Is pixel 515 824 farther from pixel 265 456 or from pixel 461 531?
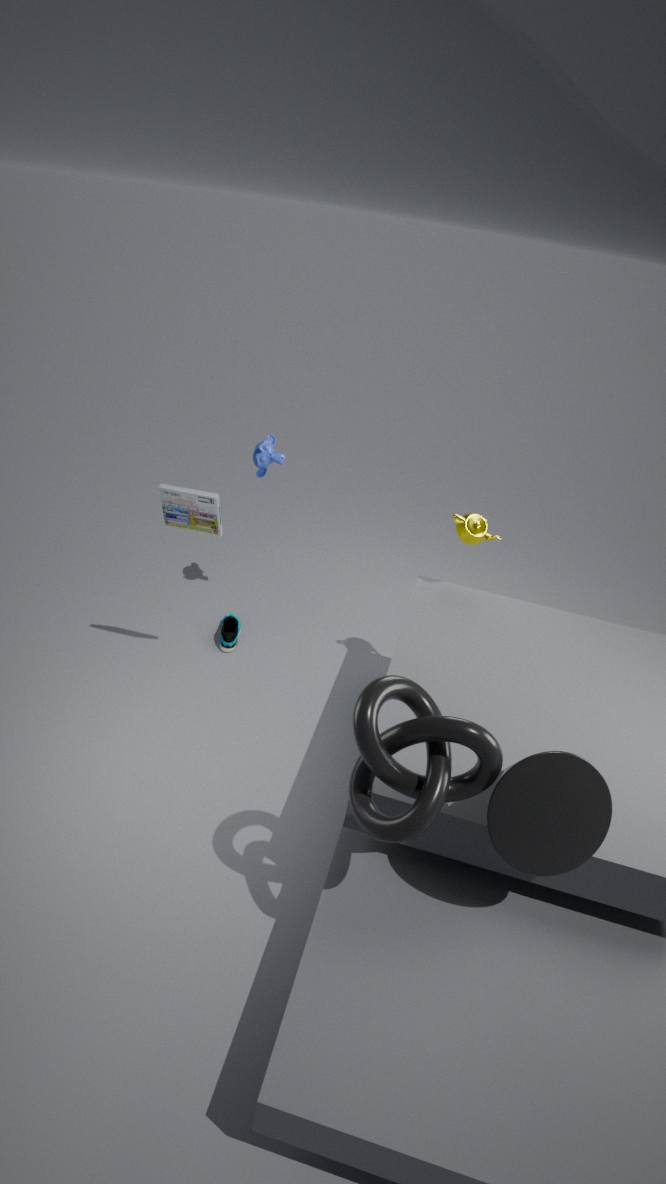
pixel 265 456
